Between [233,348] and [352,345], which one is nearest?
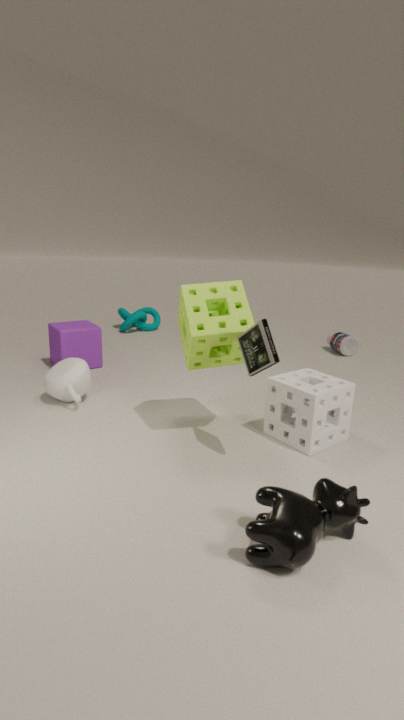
[233,348]
